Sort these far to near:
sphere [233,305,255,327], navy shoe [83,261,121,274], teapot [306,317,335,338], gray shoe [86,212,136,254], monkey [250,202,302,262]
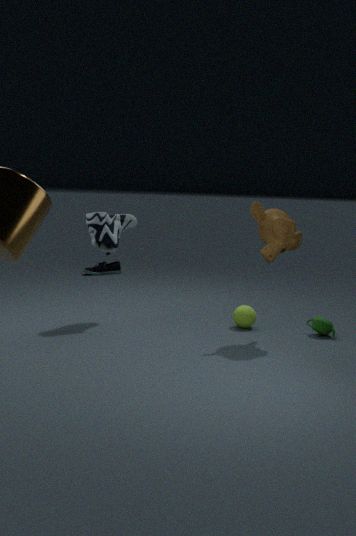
navy shoe [83,261,121,274] < sphere [233,305,255,327] < gray shoe [86,212,136,254] < teapot [306,317,335,338] < monkey [250,202,302,262]
